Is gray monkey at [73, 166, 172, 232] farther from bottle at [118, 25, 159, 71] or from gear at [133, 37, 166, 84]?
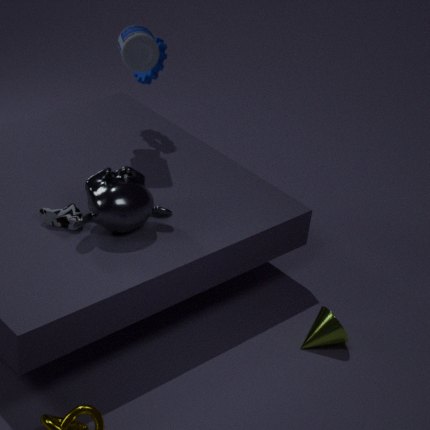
gear at [133, 37, 166, 84]
